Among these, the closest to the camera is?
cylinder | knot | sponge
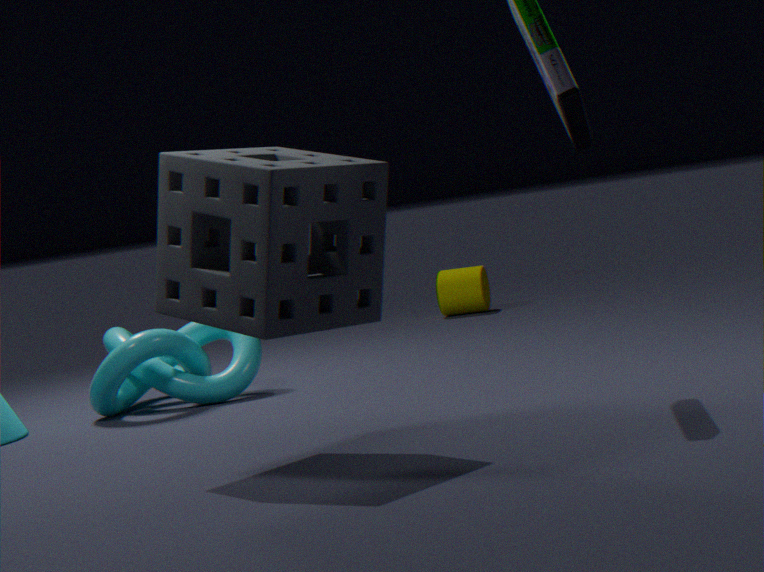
sponge
